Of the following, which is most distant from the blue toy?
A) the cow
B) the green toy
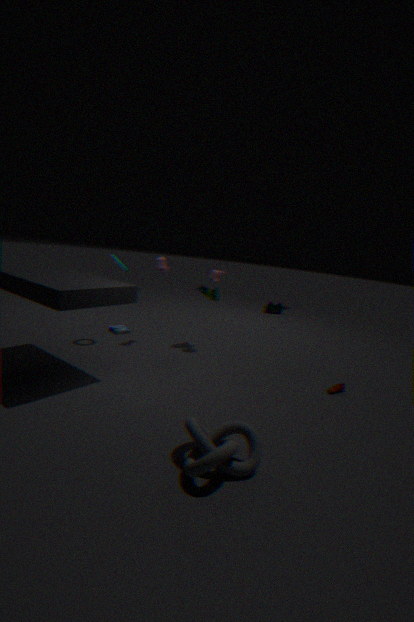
the cow
